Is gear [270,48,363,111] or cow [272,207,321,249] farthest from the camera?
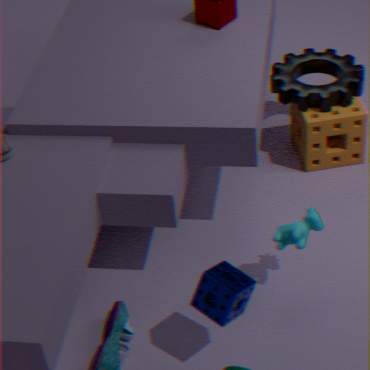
gear [270,48,363,111]
